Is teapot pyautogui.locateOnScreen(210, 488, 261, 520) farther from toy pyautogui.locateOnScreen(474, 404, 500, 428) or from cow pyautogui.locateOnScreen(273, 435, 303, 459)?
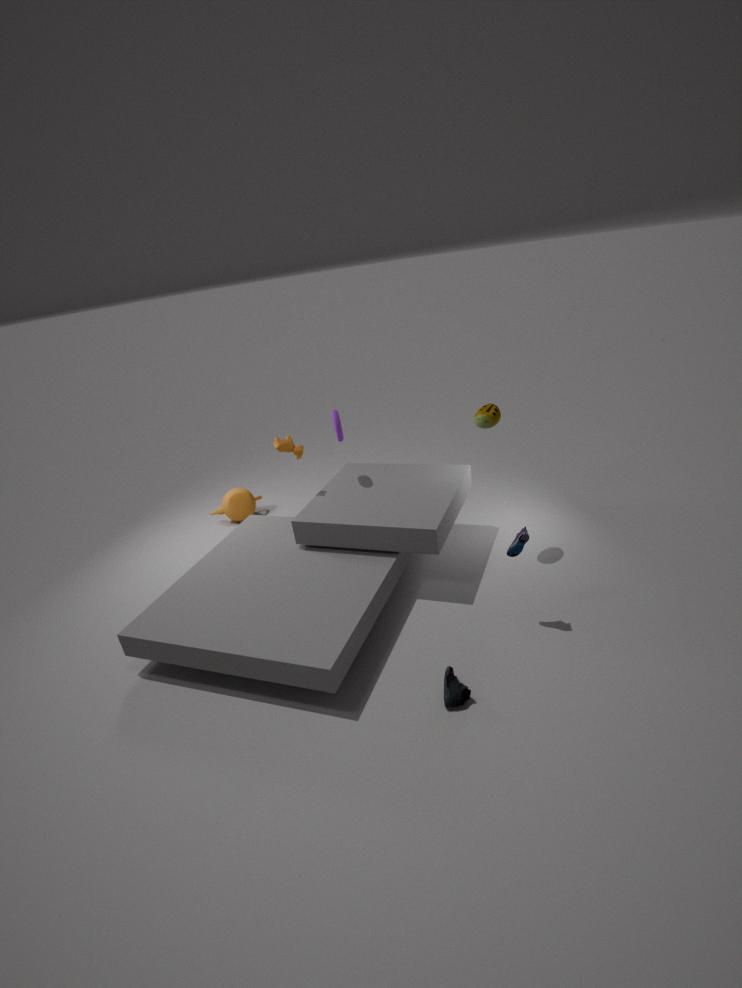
toy pyautogui.locateOnScreen(474, 404, 500, 428)
